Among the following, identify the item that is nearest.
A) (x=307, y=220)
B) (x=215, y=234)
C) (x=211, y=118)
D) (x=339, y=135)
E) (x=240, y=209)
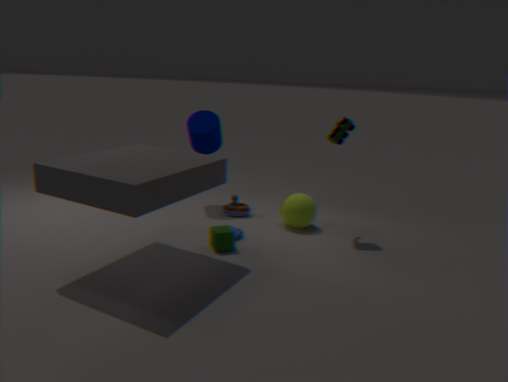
B. (x=215, y=234)
